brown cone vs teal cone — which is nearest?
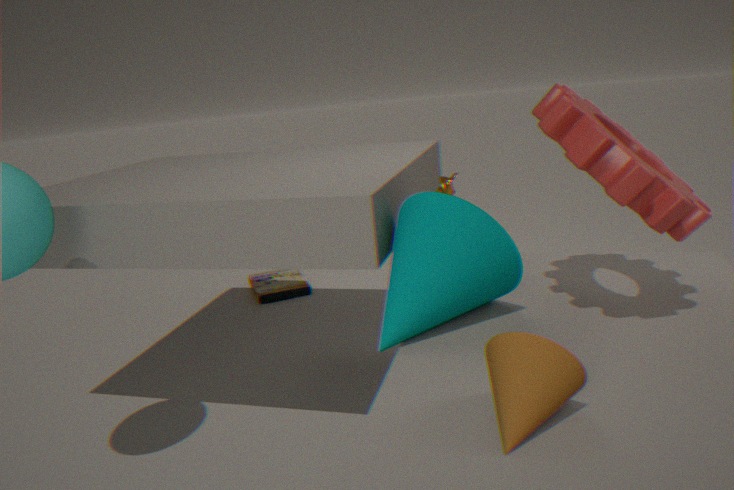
brown cone
